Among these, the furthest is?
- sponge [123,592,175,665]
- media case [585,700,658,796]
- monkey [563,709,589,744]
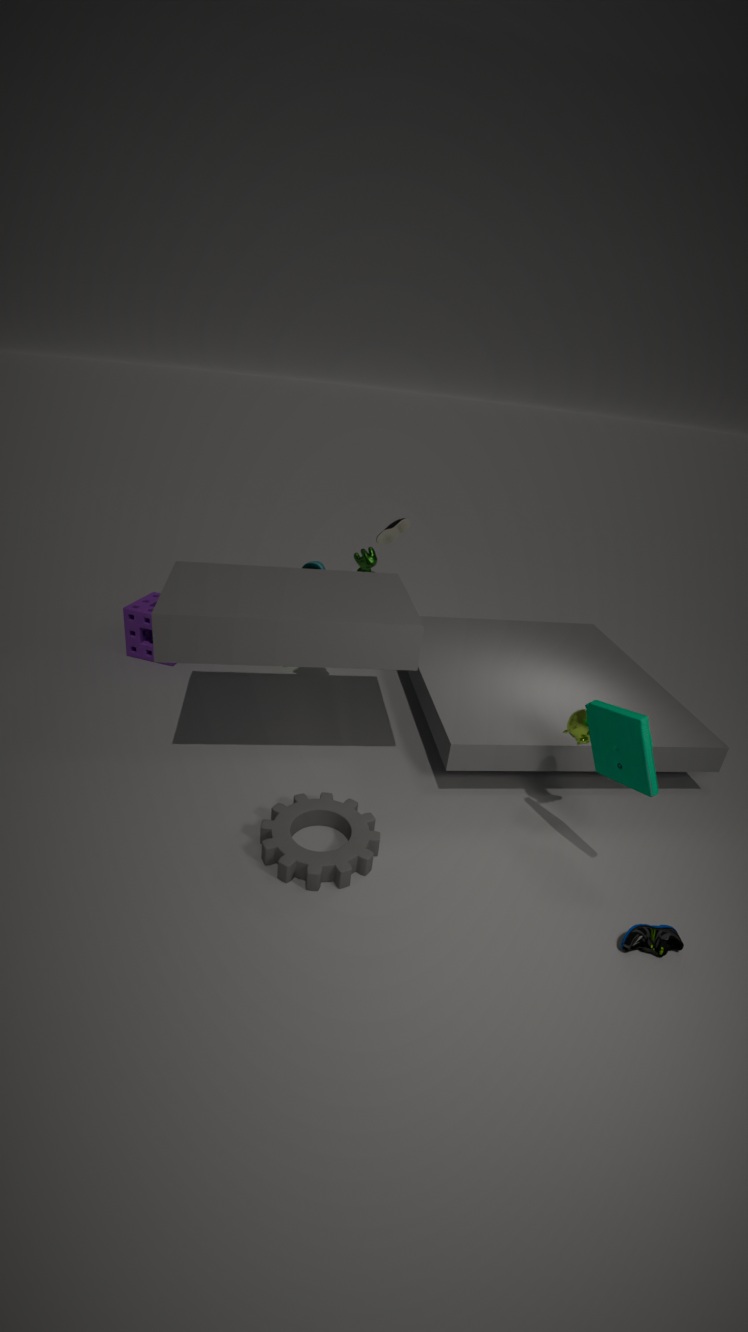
sponge [123,592,175,665]
